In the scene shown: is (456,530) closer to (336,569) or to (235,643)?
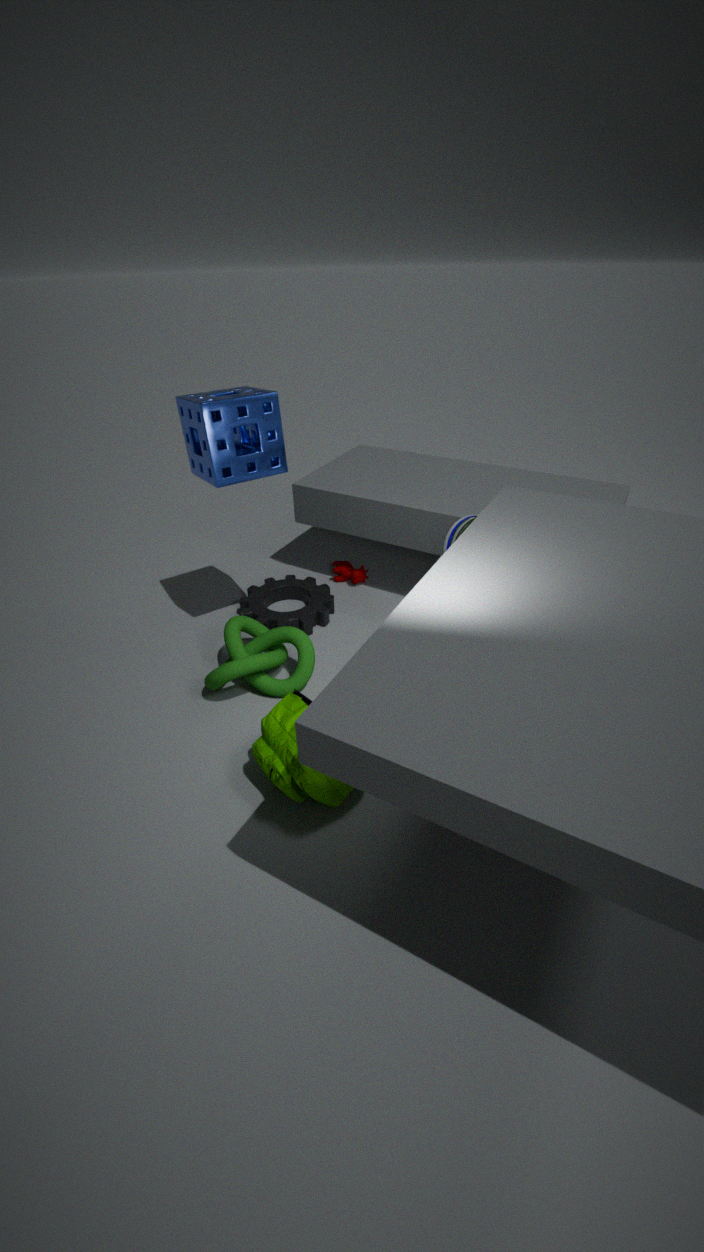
(336,569)
